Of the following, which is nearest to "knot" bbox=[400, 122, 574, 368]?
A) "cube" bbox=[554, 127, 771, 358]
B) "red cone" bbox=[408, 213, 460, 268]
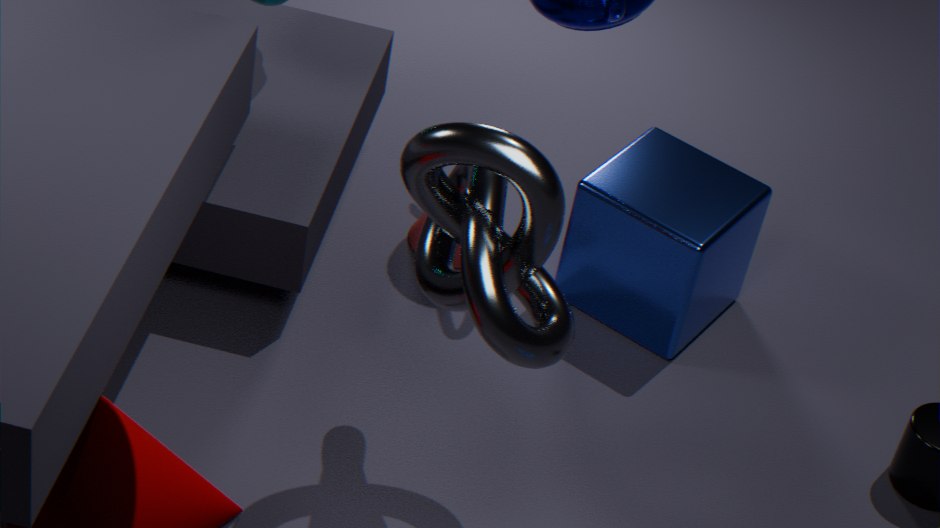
"cube" bbox=[554, 127, 771, 358]
